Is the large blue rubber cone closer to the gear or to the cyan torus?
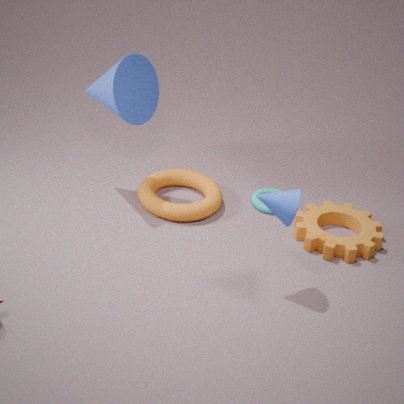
the cyan torus
